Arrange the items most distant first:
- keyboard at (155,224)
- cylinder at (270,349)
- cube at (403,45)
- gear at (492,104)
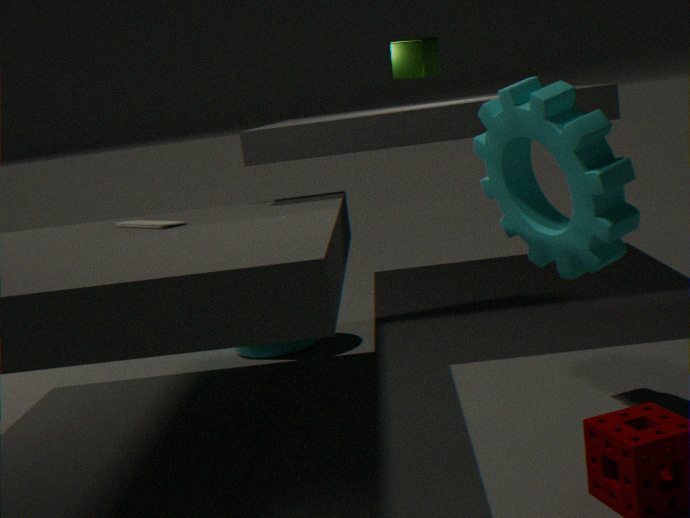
cube at (403,45) → cylinder at (270,349) → keyboard at (155,224) → gear at (492,104)
